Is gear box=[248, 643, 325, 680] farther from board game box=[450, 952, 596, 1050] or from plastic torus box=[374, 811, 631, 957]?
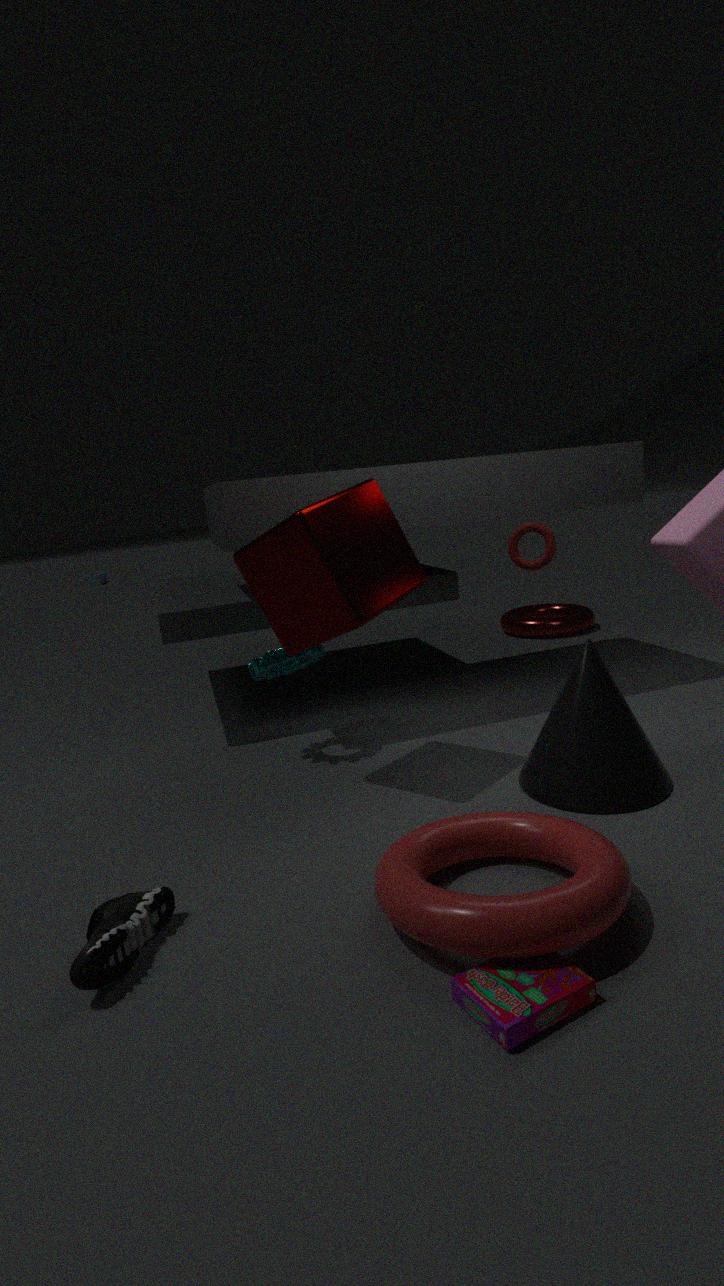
board game box=[450, 952, 596, 1050]
